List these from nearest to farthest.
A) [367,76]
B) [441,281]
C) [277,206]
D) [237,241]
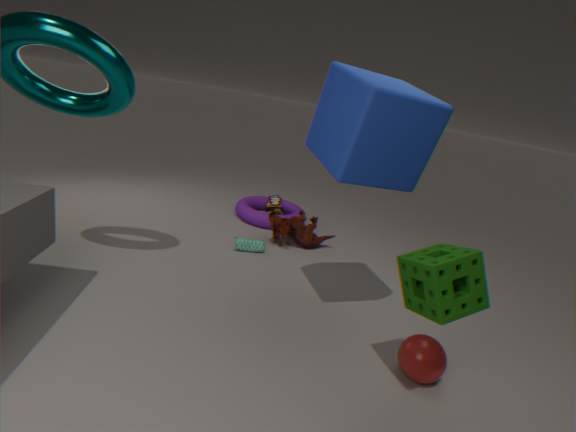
[441,281] < [367,76] < [237,241] < [277,206]
